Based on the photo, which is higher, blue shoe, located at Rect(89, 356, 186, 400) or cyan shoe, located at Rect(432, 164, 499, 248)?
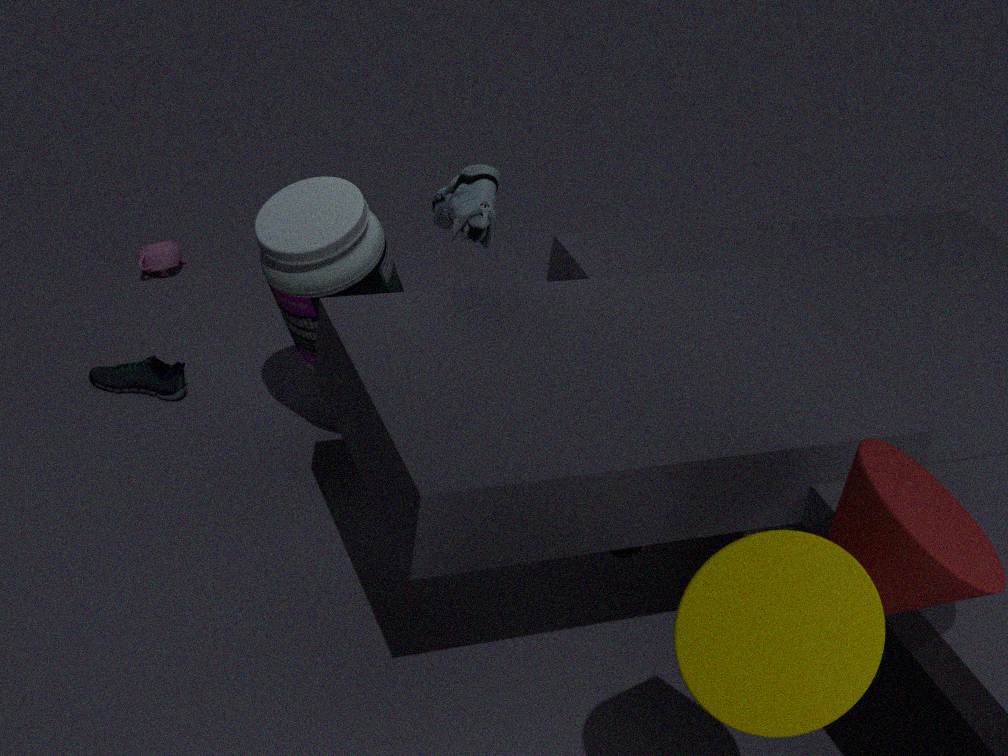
cyan shoe, located at Rect(432, 164, 499, 248)
